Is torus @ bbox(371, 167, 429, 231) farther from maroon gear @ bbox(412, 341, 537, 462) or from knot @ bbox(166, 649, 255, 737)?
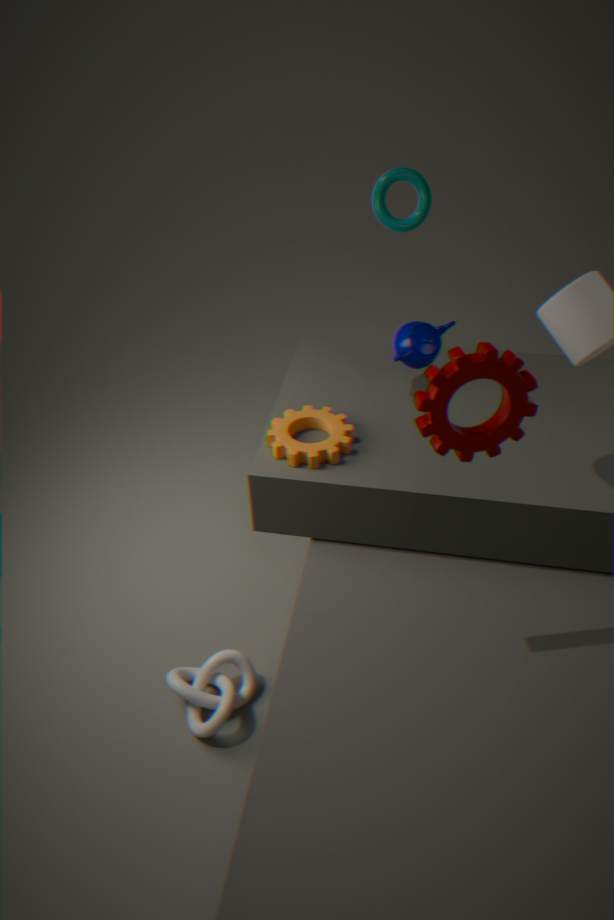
knot @ bbox(166, 649, 255, 737)
